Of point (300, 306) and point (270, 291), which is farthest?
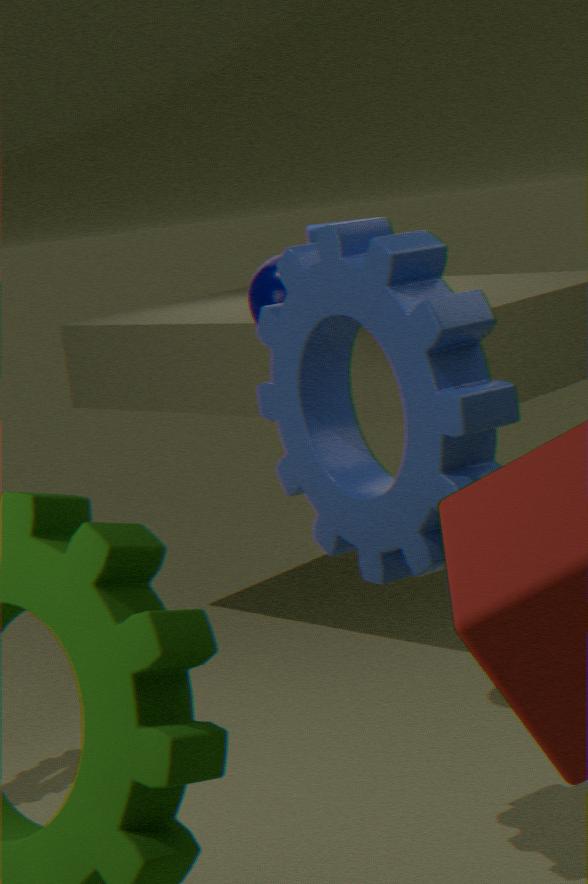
point (270, 291)
